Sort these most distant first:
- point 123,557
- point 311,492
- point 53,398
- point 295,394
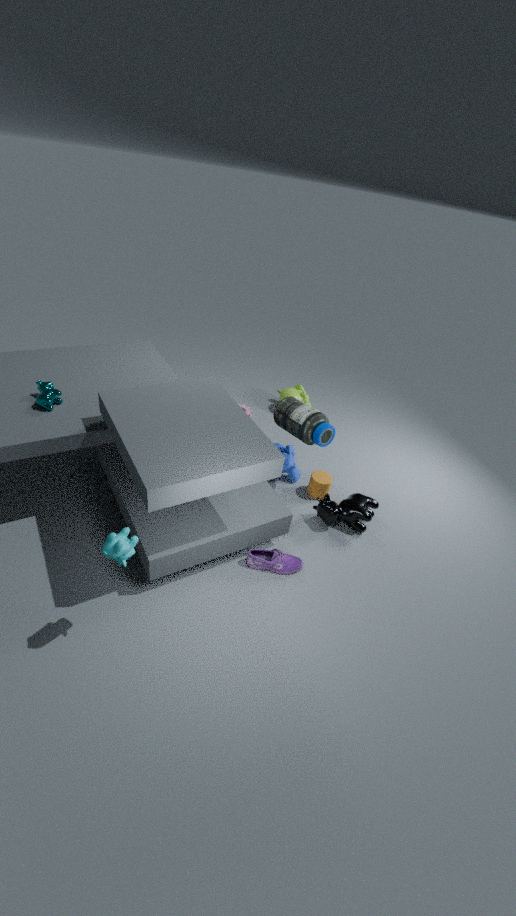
point 295,394, point 311,492, point 53,398, point 123,557
